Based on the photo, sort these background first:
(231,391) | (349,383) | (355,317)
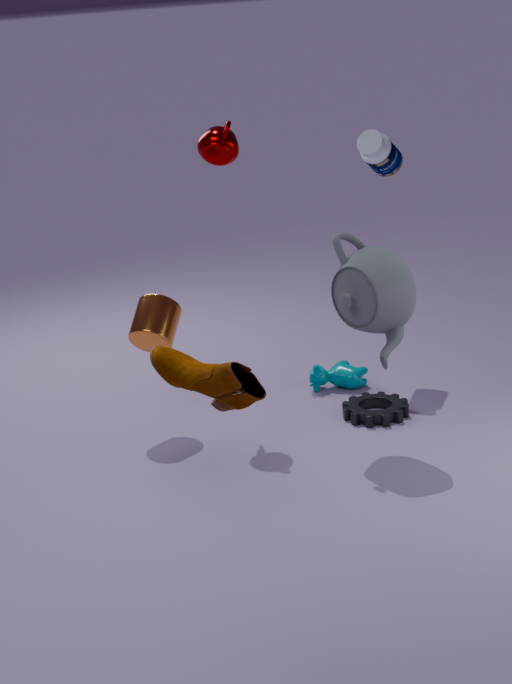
(349,383)
(355,317)
(231,391)
